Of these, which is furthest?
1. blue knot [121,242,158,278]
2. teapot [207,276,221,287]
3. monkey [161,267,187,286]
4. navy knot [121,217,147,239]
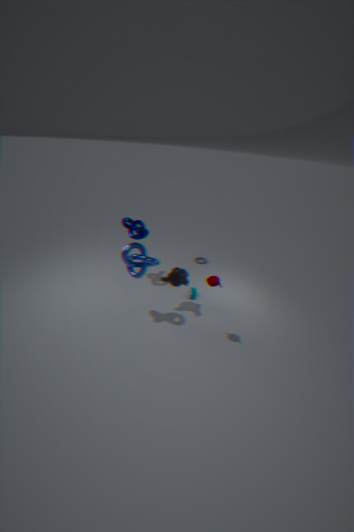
navy knot [121,217,147,239]
